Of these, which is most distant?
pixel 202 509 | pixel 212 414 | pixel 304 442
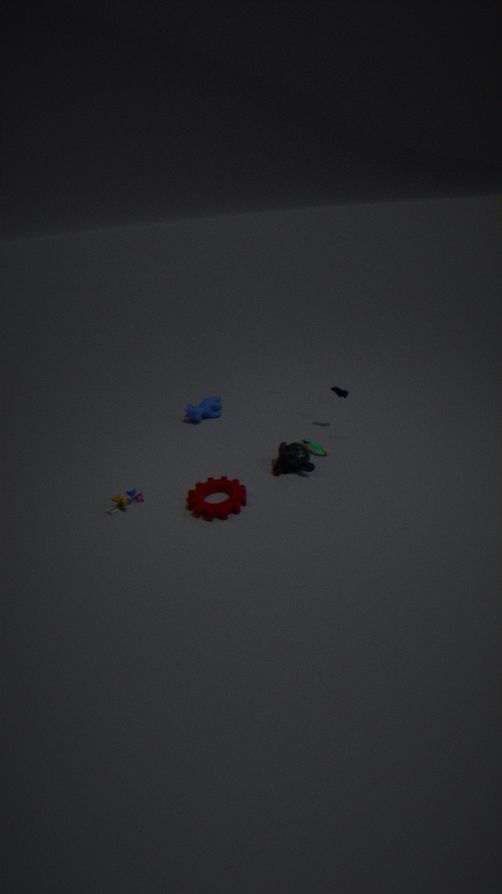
pixel 212 414
